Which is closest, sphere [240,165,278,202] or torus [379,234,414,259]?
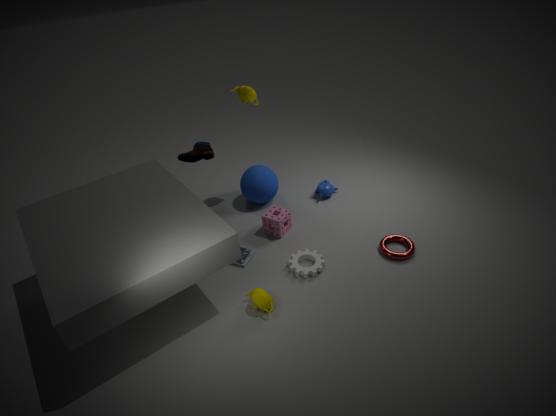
torus [379,234,414,259]
